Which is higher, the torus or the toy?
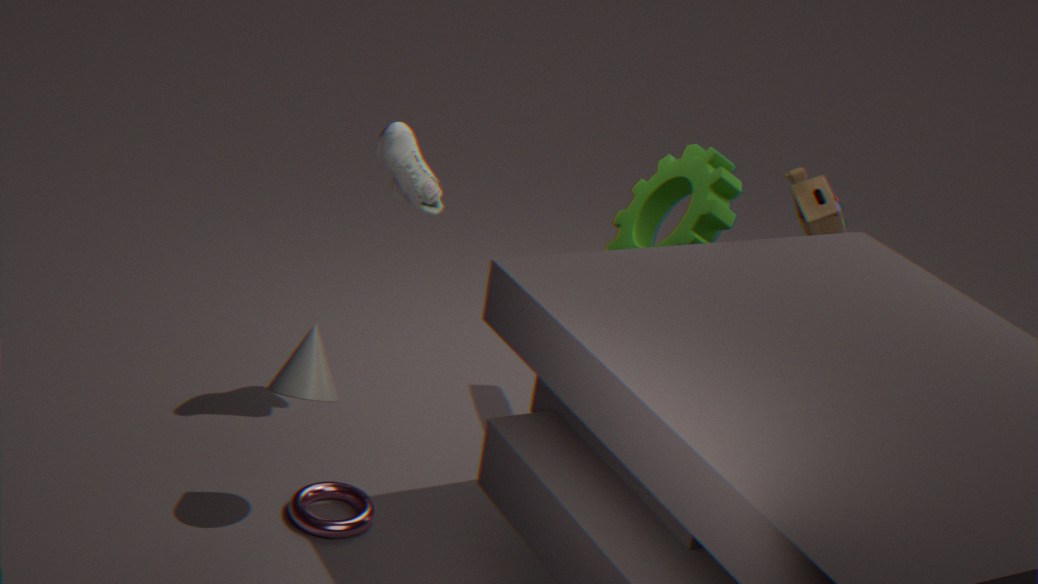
the toy
